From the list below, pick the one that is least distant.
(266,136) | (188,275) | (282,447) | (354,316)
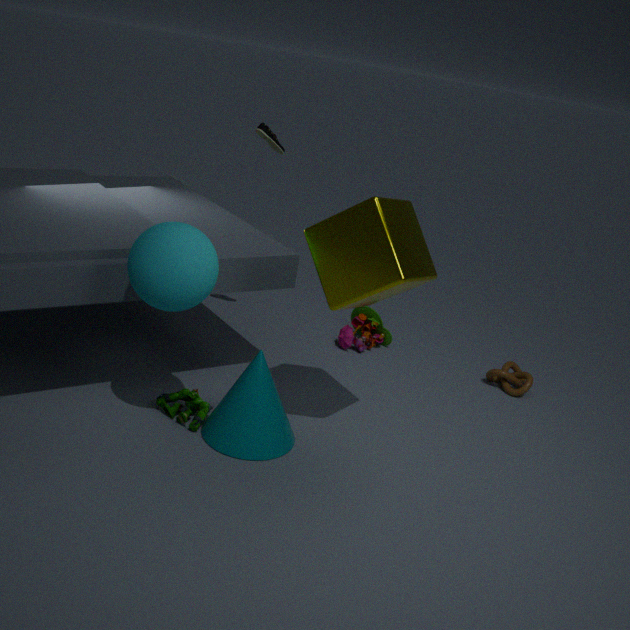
(188,275)
